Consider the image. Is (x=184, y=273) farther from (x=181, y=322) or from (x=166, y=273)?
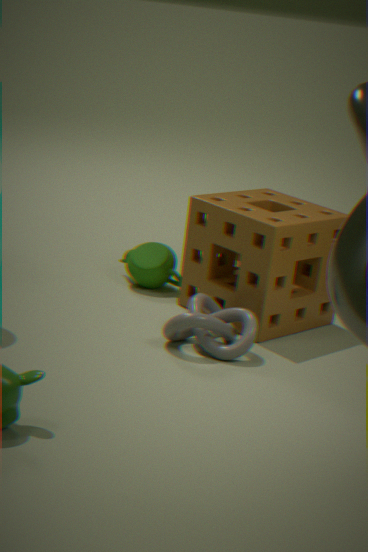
(x=166, y=273)
